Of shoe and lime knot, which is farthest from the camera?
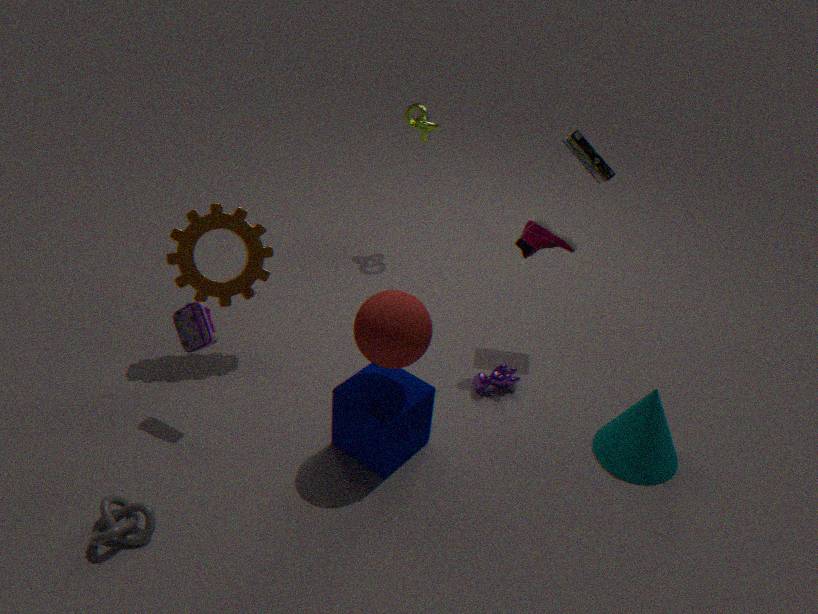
lime knot
